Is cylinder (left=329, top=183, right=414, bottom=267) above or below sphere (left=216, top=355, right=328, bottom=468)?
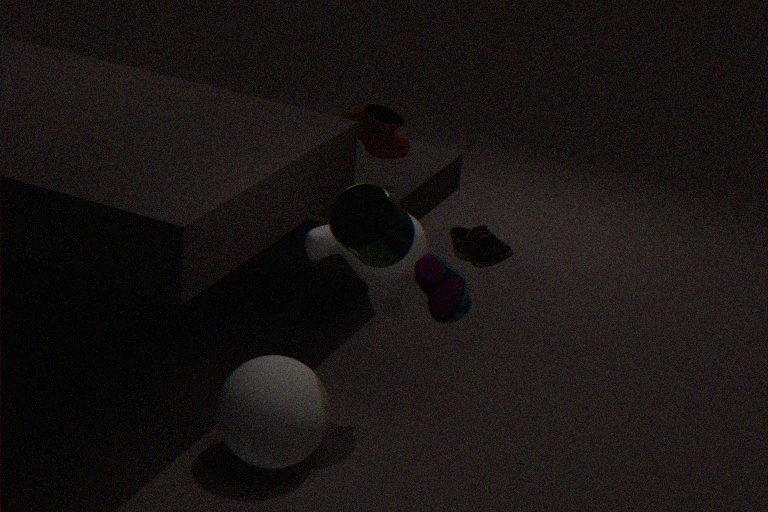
above
